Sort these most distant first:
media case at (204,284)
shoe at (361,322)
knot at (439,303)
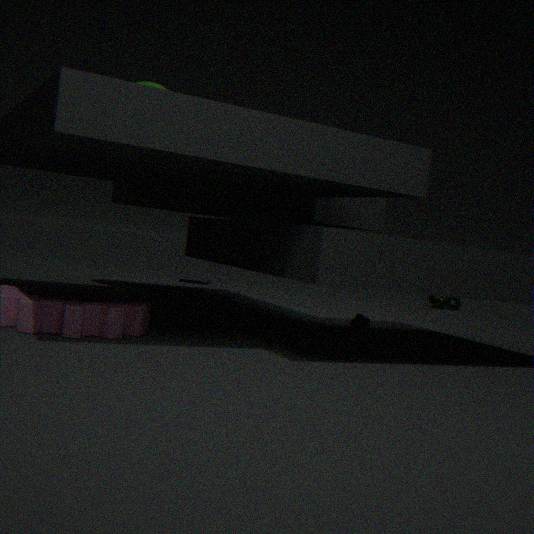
1. knot at (439,303)
2. media case at (204,284)
3. shoe at (361,322)
